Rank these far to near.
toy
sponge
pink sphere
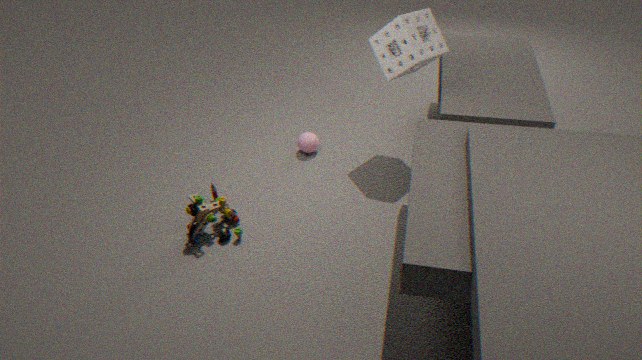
pink sphere, sponge, toy
